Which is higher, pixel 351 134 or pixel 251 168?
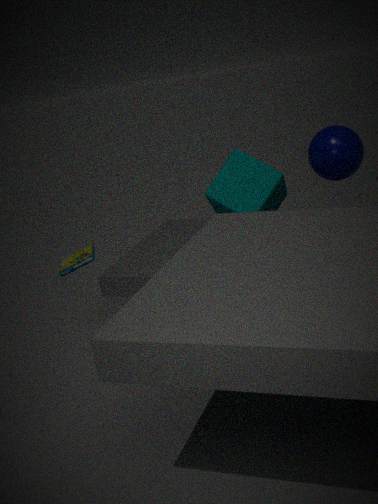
pixel 351 134
